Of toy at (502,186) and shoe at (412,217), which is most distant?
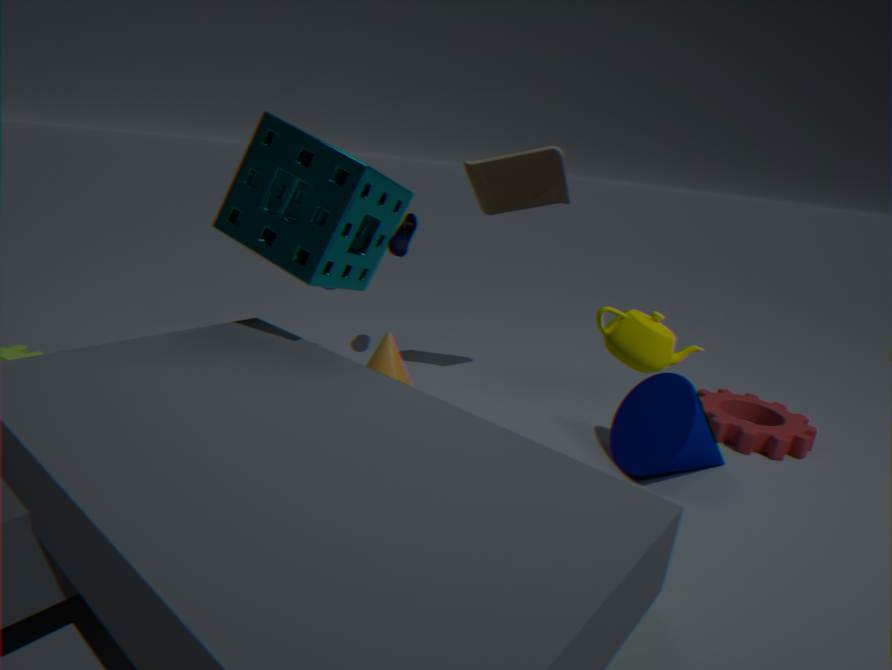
shoe at (412,217)
